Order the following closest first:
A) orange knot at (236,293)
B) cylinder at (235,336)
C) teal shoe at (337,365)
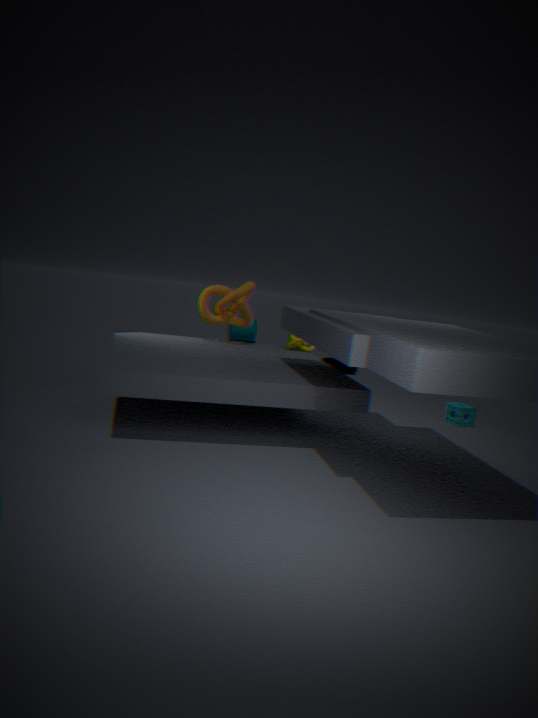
orange knot at (236,293)
teal shoe at (337,365)
cylinder at (235,336)
